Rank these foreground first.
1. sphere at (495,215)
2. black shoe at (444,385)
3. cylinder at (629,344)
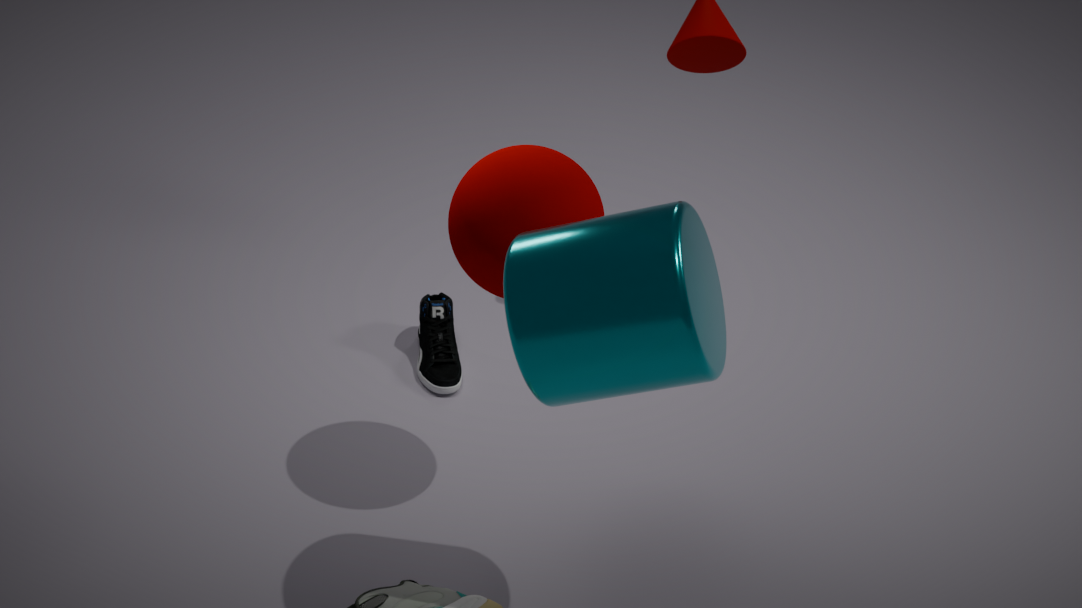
1. cylinder at (629,344)
2. sphere at (495,215)
3. black shoe at (444,385)
